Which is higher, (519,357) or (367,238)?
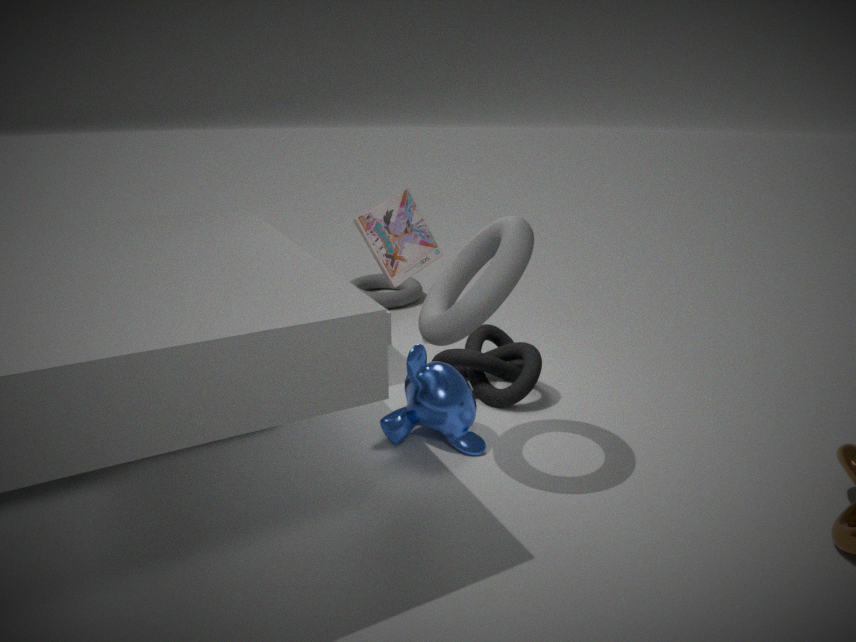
(367,238)
